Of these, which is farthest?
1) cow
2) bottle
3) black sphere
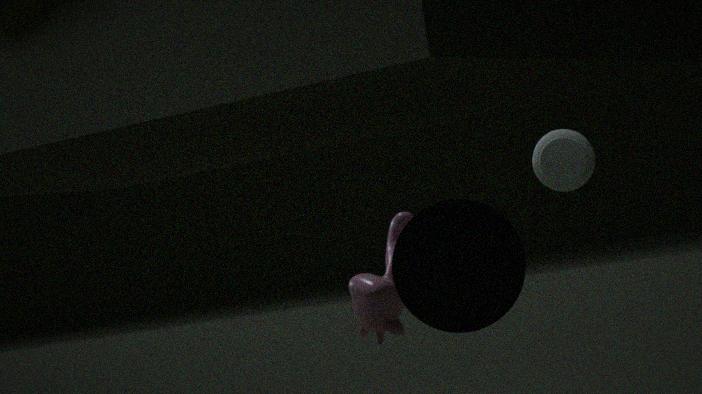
2. bottle
